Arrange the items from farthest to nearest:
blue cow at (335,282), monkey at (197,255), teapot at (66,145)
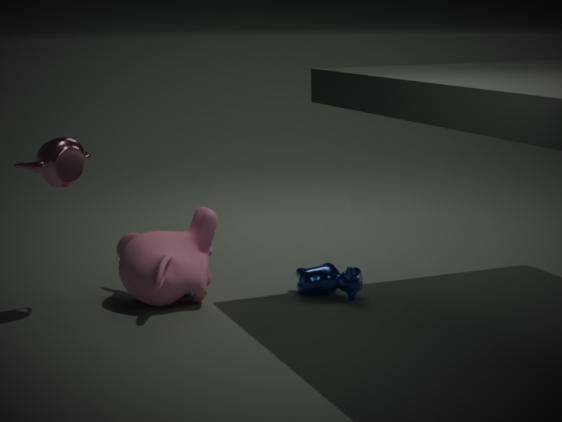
blue cow at (335,282) < monkey at (197,255) < teapot at (66,145)
